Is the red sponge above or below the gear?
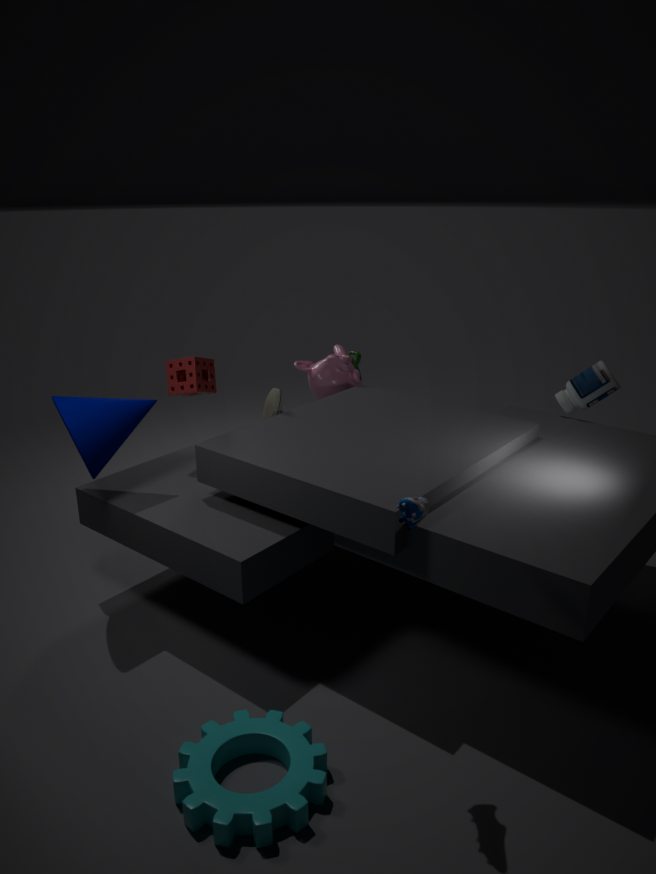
above
